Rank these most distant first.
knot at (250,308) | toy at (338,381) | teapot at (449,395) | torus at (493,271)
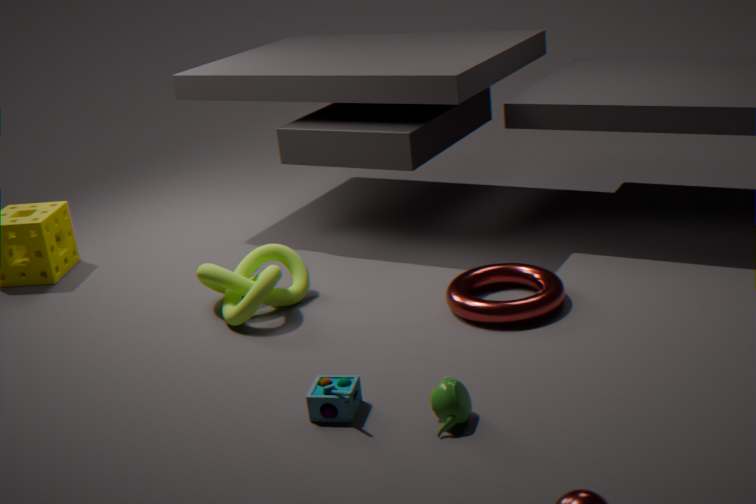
knot at (250,308) → torus at (493,271) → toy at (338,381) → teapot at (449,395)
